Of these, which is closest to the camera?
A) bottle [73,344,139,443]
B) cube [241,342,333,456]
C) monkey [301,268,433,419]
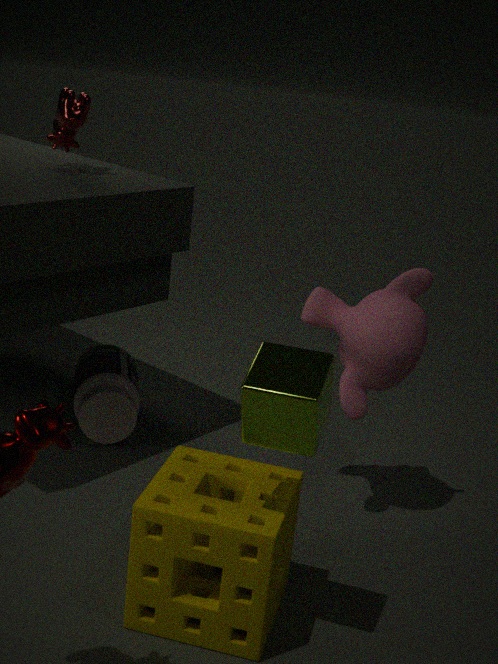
cube [241,342,333,456]
